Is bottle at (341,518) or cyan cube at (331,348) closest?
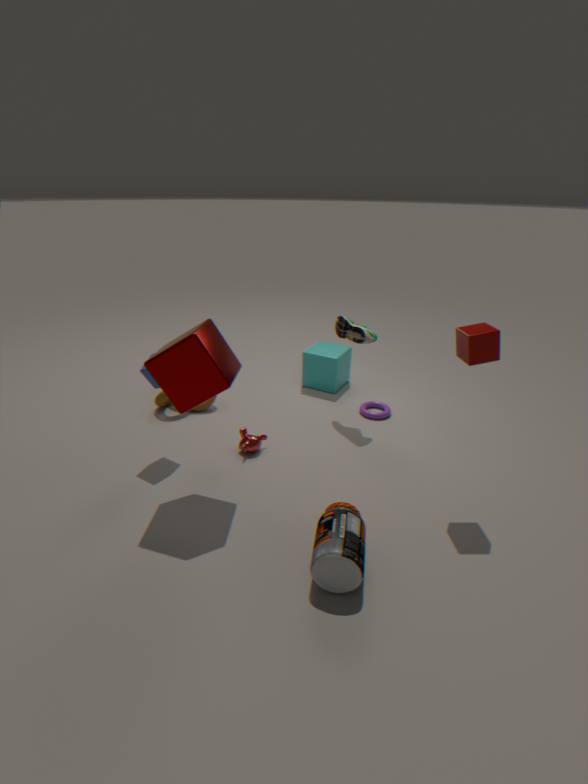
bottle at (341,518)
